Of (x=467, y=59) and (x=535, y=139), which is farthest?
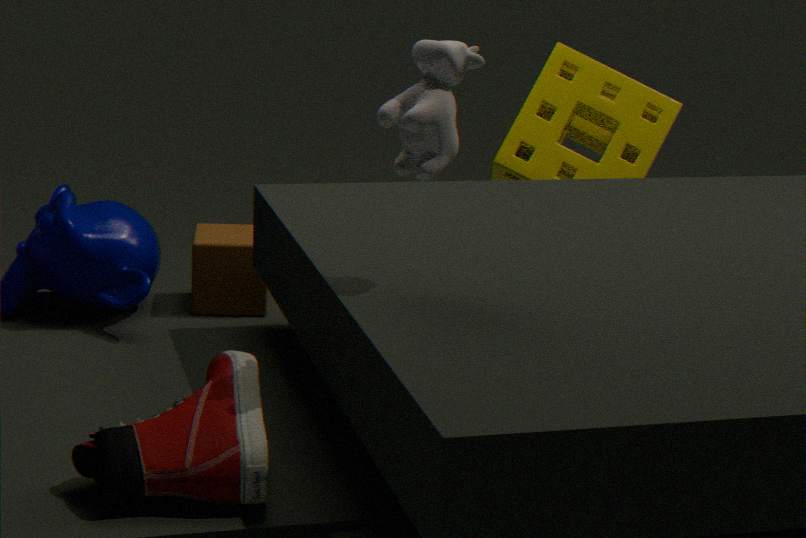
(x=535, y=139)
